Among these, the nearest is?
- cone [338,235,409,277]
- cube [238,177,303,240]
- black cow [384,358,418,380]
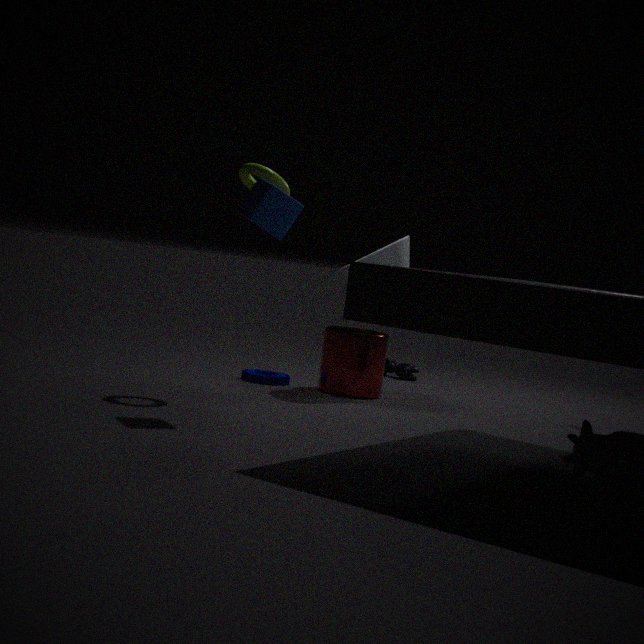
cube [238,177,303,240]
